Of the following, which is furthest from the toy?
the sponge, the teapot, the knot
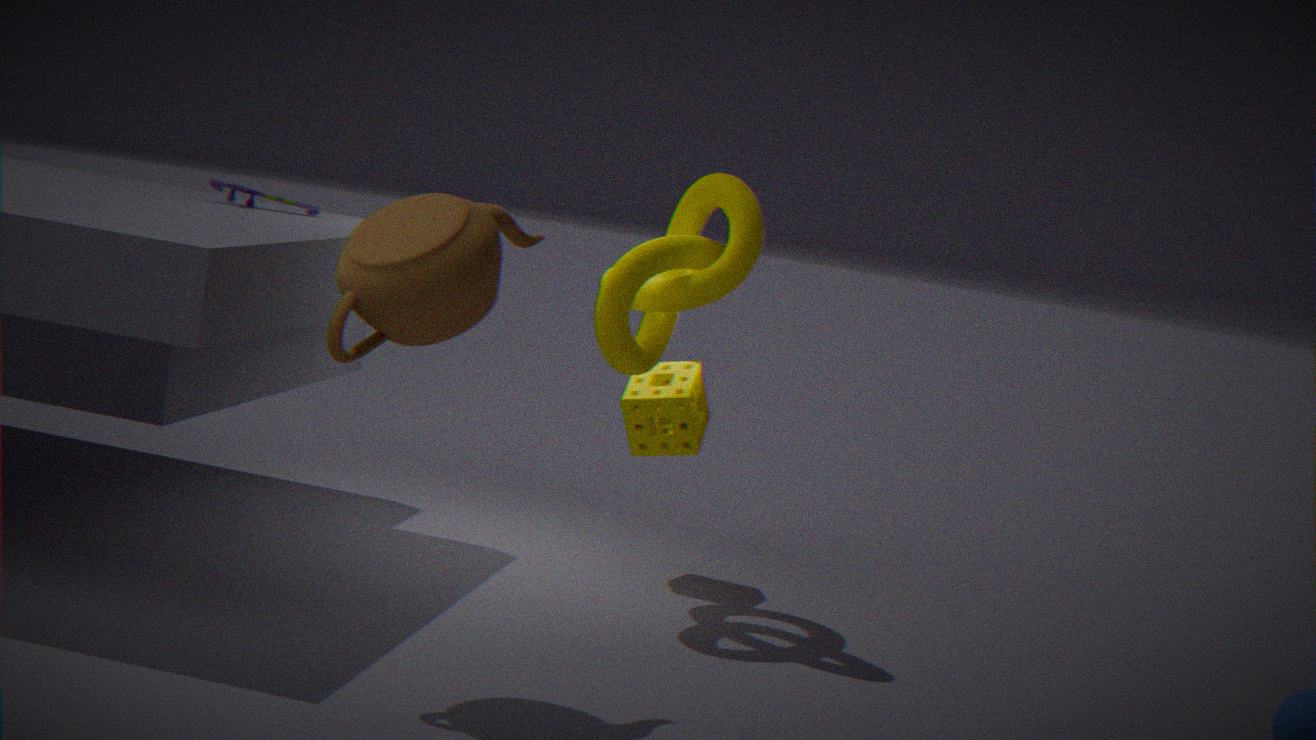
the teapot
